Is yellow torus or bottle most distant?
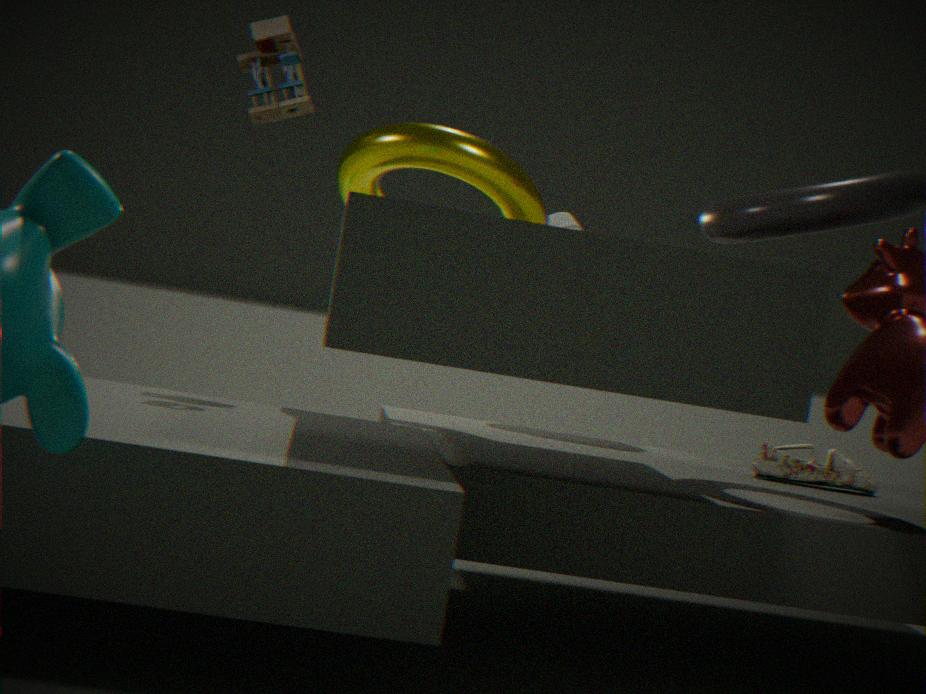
bottle
